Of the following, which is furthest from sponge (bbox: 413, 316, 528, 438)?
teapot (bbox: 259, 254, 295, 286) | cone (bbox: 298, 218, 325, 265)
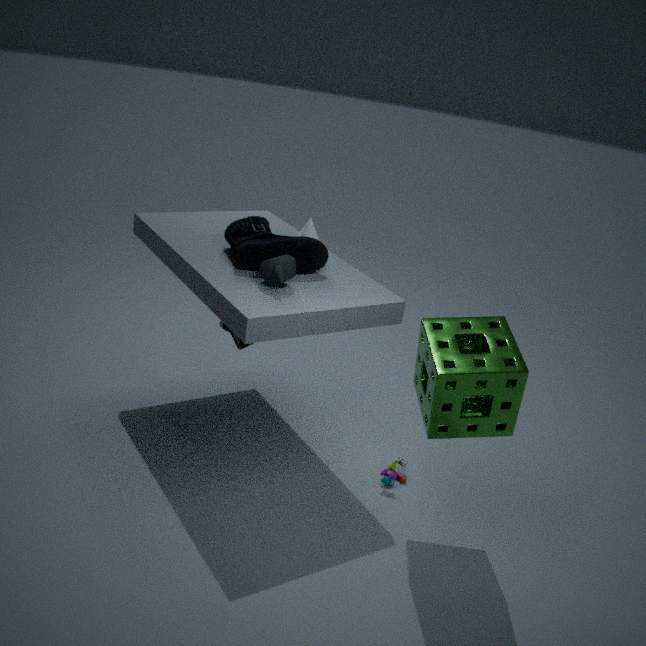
cone (bbox: 298, 218, 325, 265)
